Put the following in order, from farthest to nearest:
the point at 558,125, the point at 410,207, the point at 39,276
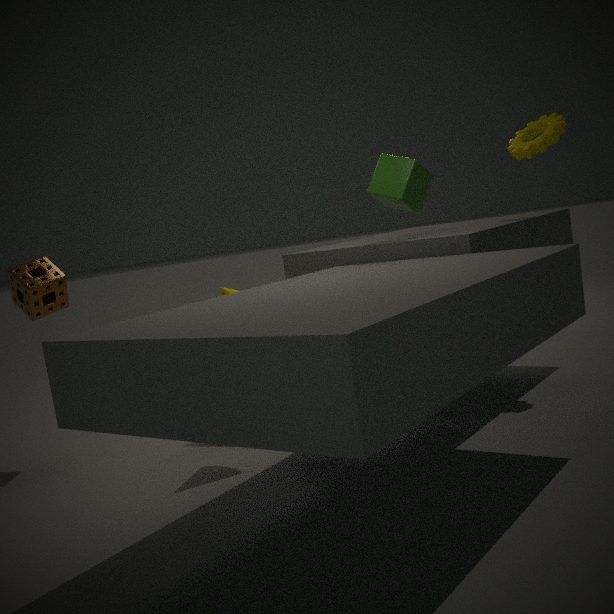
the point at 558,125, the point at 39,276, the point at 410,207
